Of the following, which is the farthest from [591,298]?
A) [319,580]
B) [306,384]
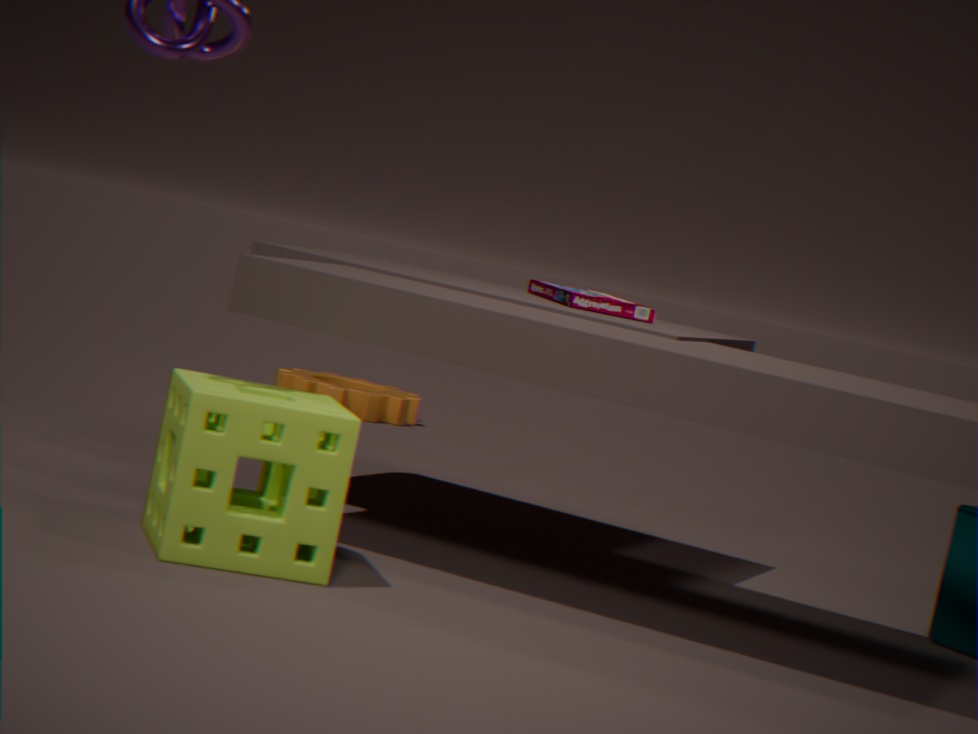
[306,384]
